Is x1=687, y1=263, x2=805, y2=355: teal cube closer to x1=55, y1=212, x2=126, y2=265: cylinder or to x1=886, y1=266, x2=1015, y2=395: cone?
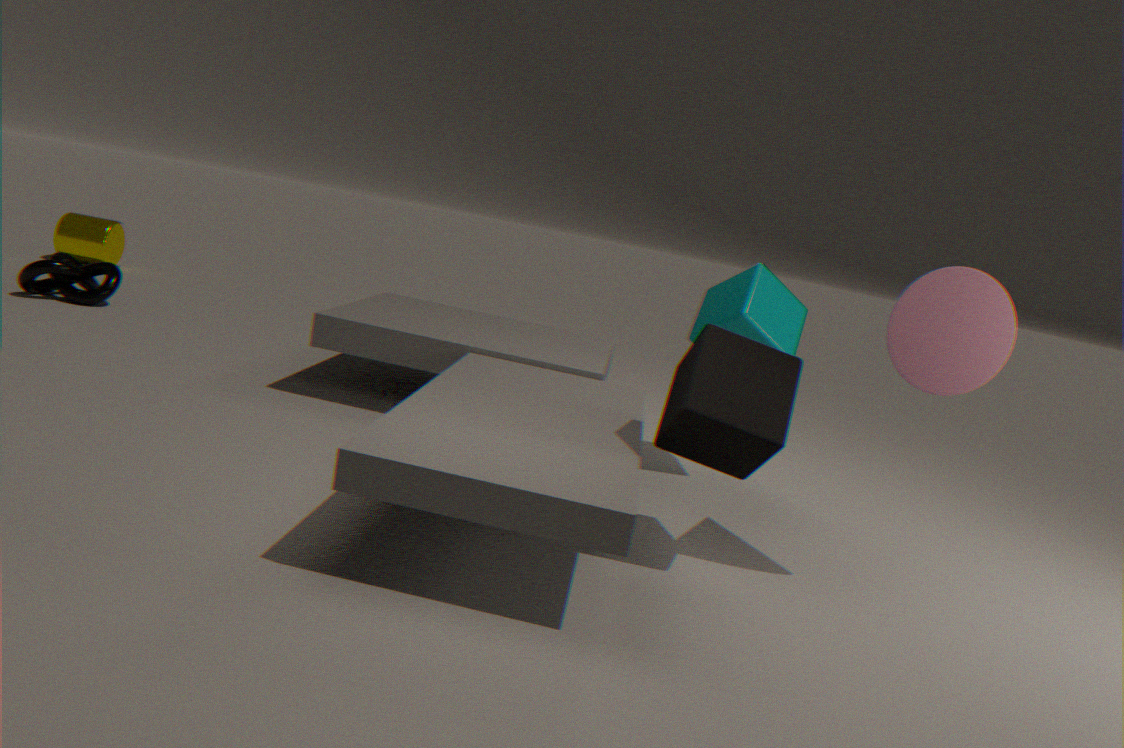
x1=886, y1=266, x2=1015, y2=395: cone
